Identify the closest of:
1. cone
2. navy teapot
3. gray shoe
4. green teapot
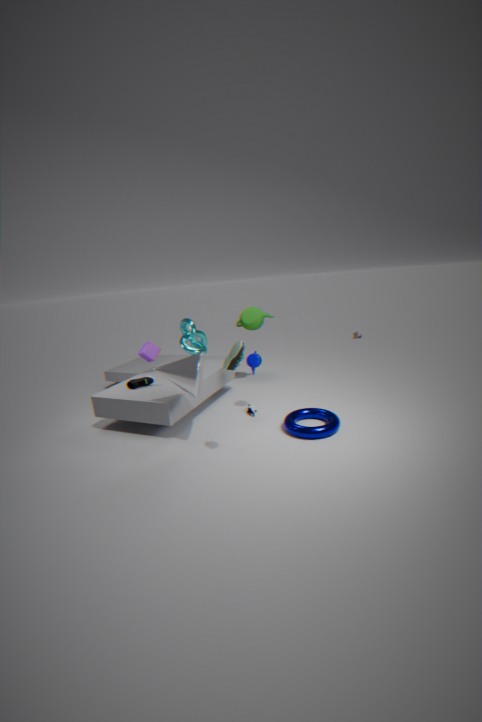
gray shoe
